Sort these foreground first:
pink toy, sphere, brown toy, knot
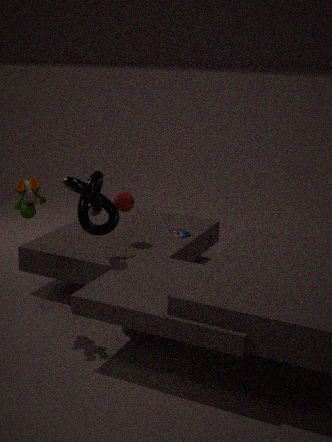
brown toy < knot < sphere < pink toy
